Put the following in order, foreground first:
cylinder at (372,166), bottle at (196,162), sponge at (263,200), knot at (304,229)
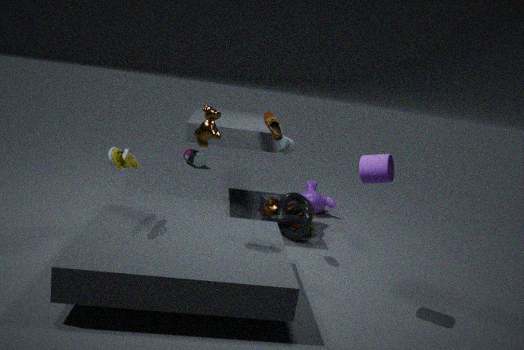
cylinder at (372,166), knot at (304,229), sponge at (263,200), bottle at (196,162)
